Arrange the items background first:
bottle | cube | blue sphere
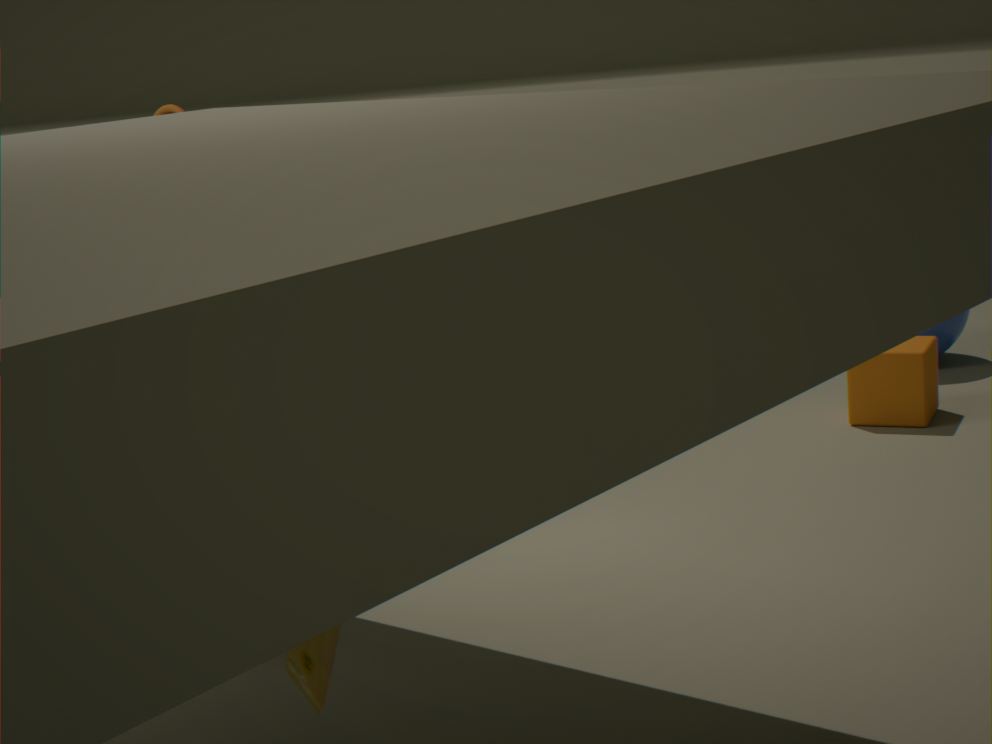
blue sphere < cube < bottle
